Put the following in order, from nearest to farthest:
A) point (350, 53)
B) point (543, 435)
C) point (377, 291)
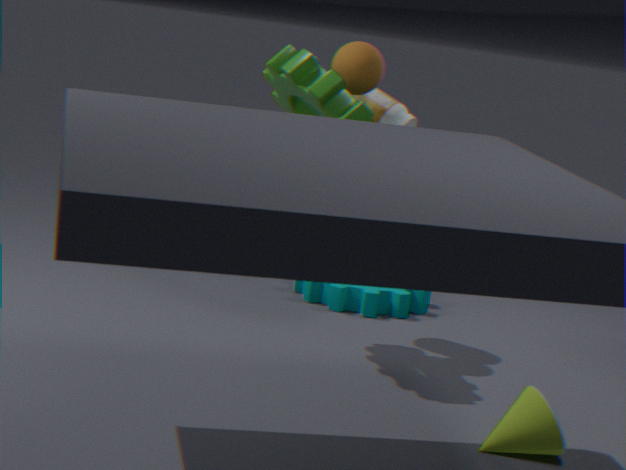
point (543, 435)
point (350, 53)
point (377, 291)
